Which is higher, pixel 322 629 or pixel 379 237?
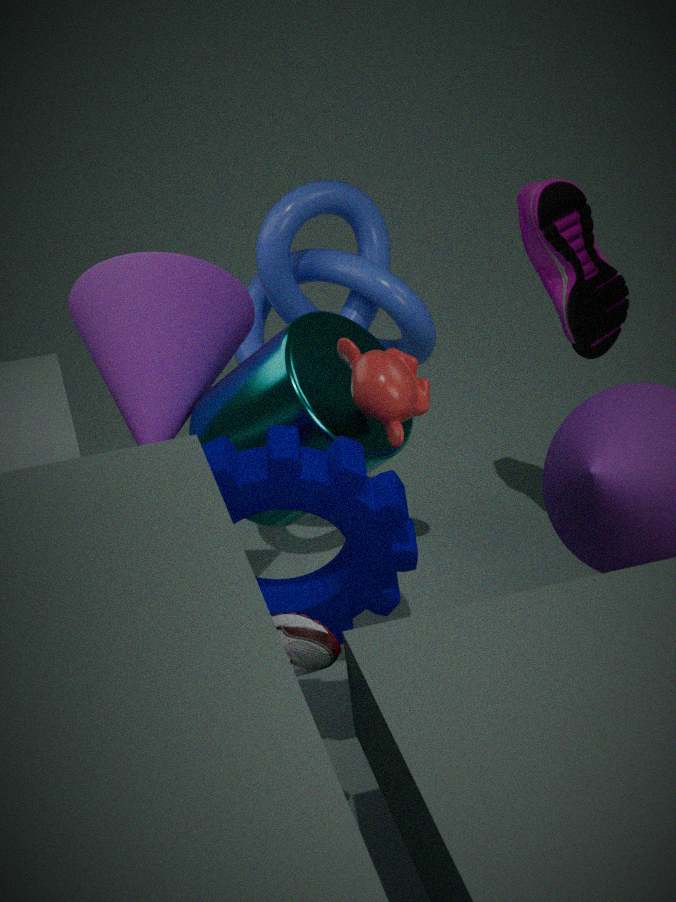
pixel 379 237
